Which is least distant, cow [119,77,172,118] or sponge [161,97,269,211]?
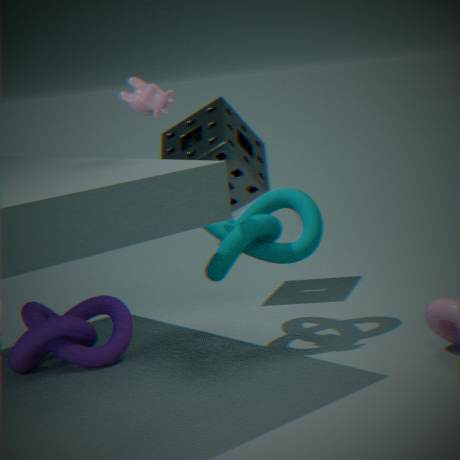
cow [119,77,172,118]
